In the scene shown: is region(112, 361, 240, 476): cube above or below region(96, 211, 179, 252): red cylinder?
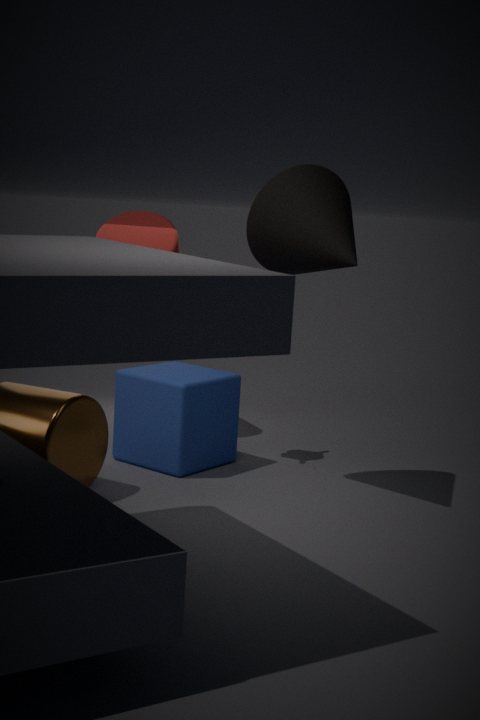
below
